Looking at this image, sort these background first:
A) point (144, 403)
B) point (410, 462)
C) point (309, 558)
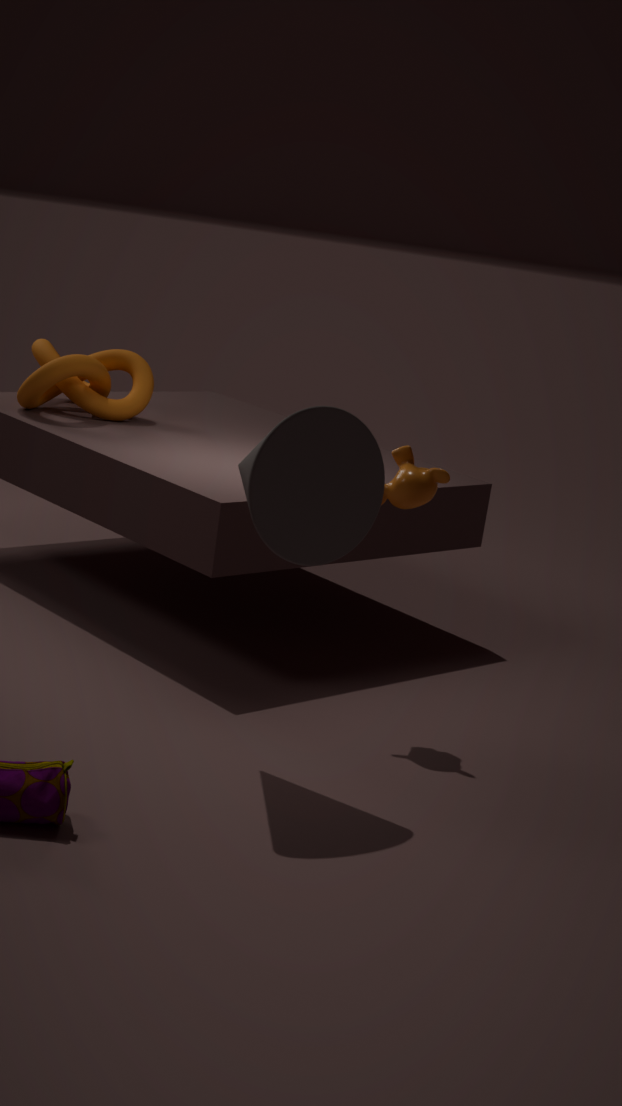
point (144, 403) → point (410, 462) → point (309, 558)
